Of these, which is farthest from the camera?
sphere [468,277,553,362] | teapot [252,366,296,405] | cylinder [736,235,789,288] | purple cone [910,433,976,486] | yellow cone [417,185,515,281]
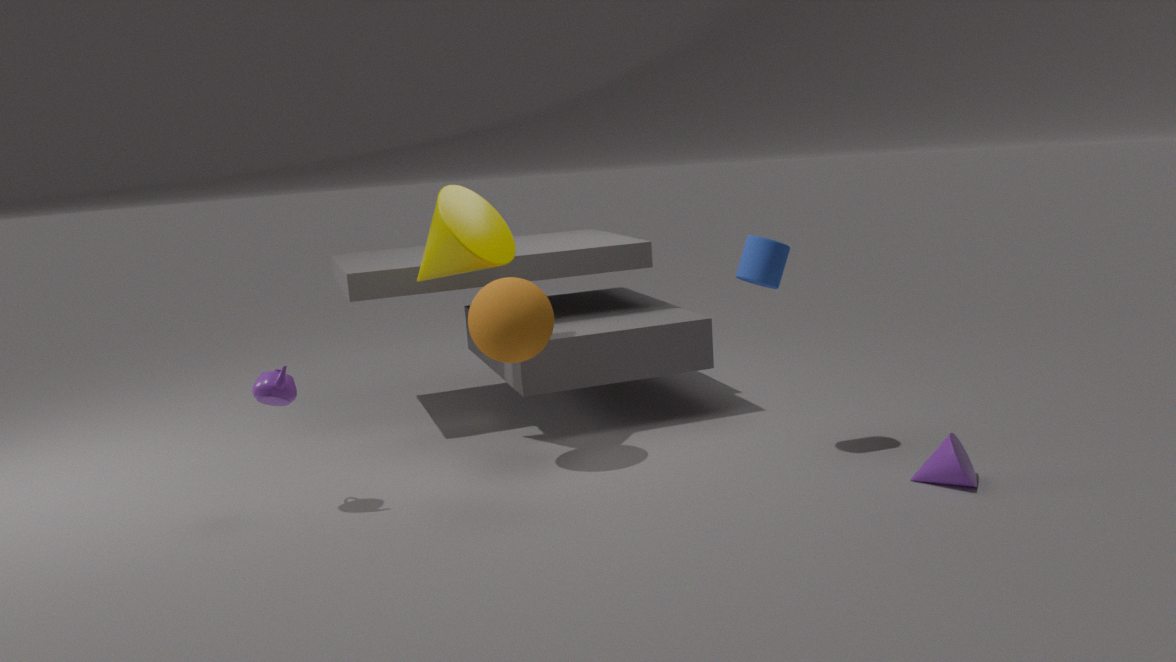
yellow cone [417,185,515,281]
